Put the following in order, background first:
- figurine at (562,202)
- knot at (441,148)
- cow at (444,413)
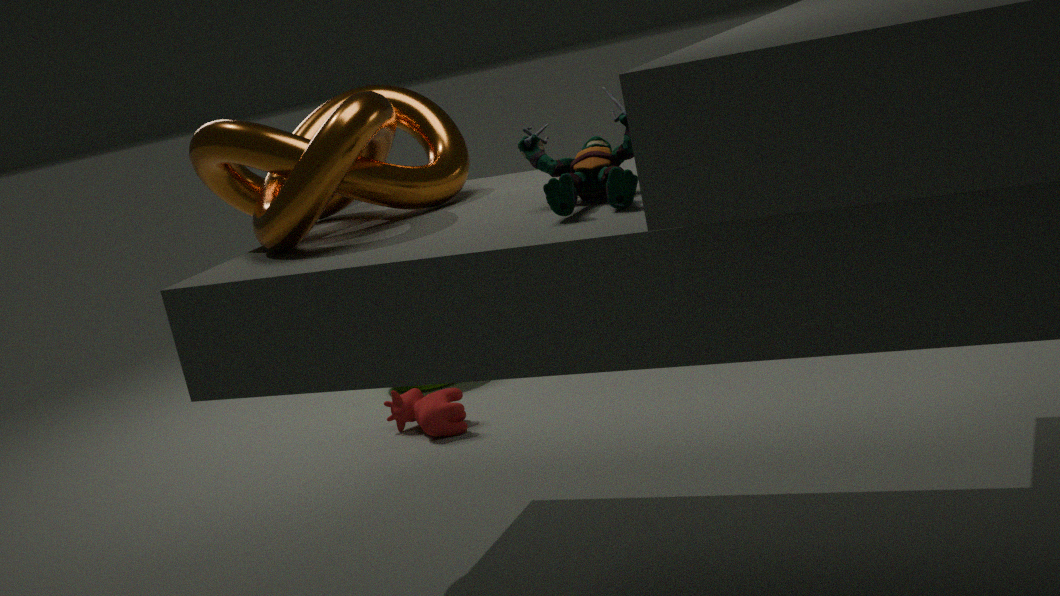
cow at (444,413)
knot at (441,148)
figurine at (562,202)
